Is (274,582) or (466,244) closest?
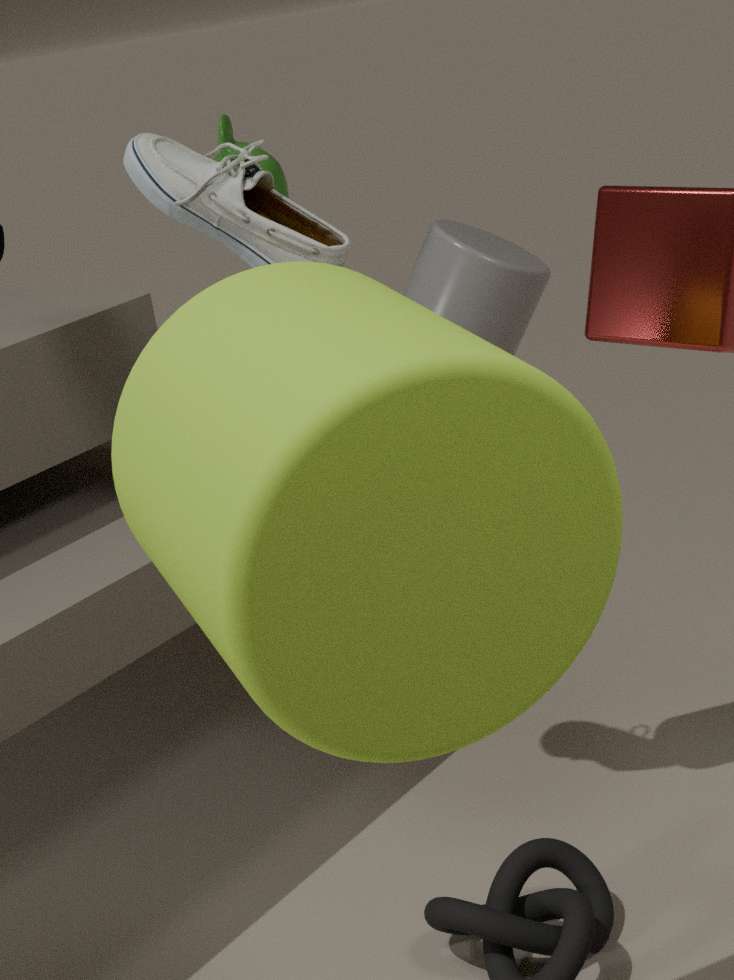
(274,582)
